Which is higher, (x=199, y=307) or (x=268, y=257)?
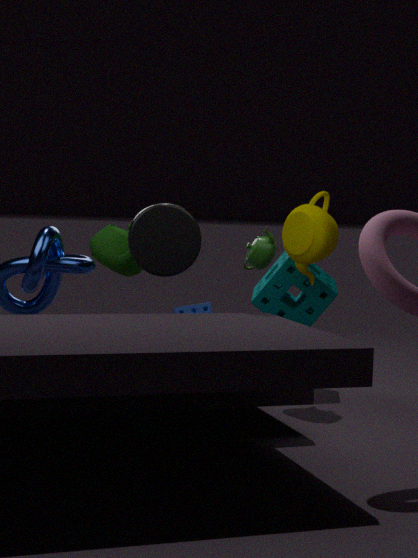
(x=268, y=257)
